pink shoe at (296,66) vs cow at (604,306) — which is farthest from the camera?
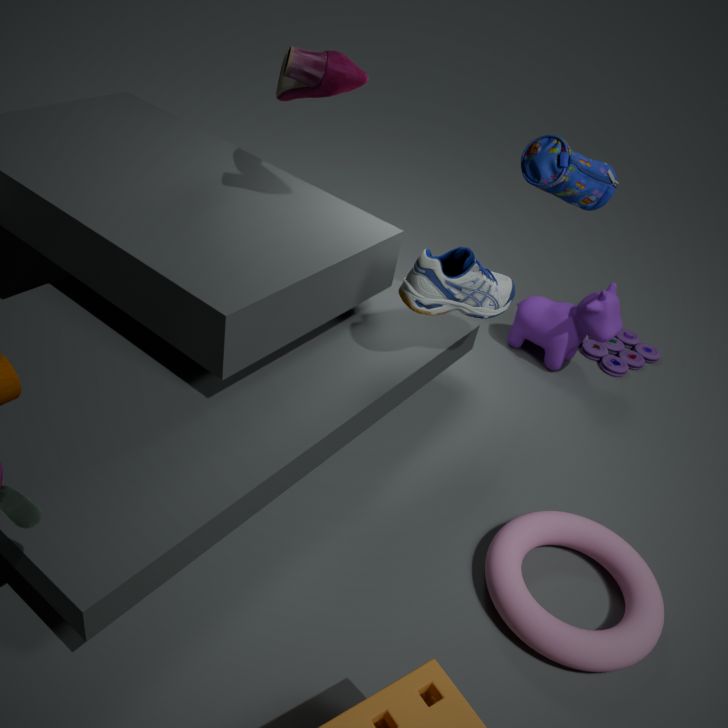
cow at (604,306)
